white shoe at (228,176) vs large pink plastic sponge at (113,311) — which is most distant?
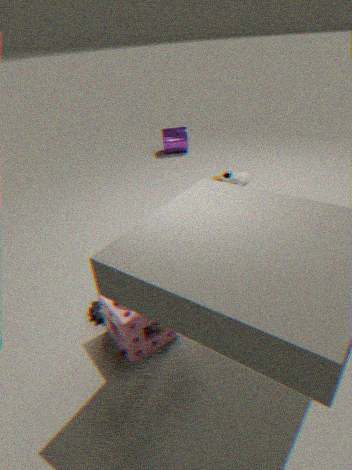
white shoe at (228,176)
